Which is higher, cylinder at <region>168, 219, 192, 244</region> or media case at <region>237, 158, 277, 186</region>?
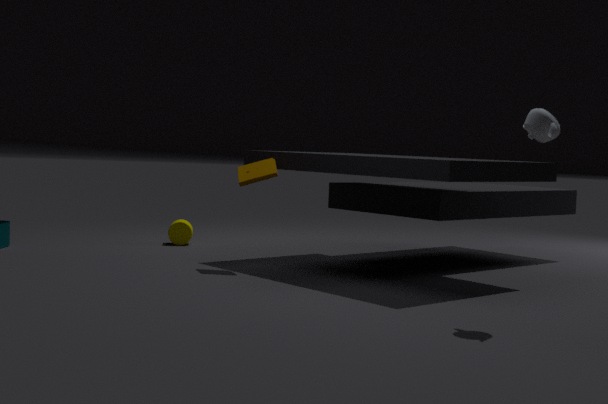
media case at <region>237, 158, 277, 186</region>
